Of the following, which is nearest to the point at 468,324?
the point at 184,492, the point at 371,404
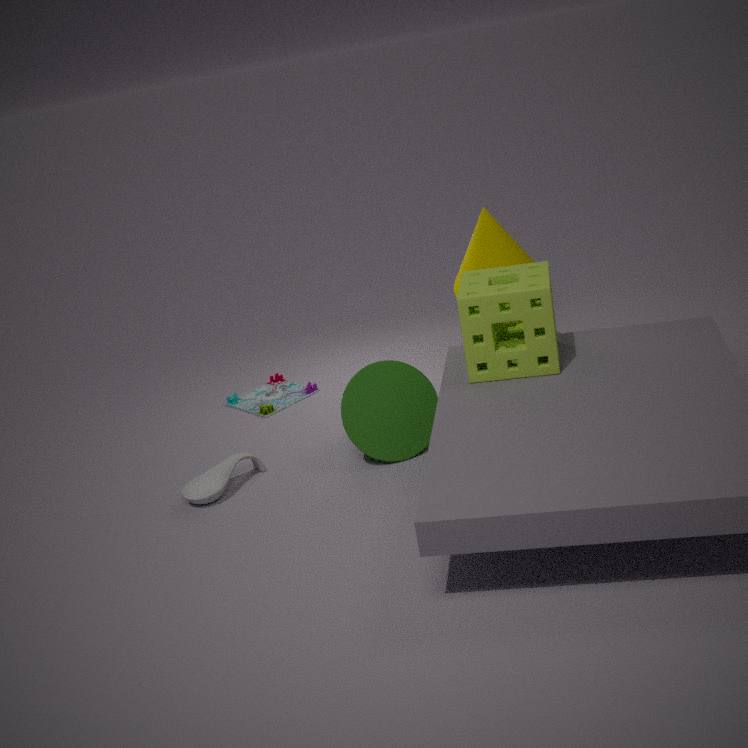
the point at 371,404
